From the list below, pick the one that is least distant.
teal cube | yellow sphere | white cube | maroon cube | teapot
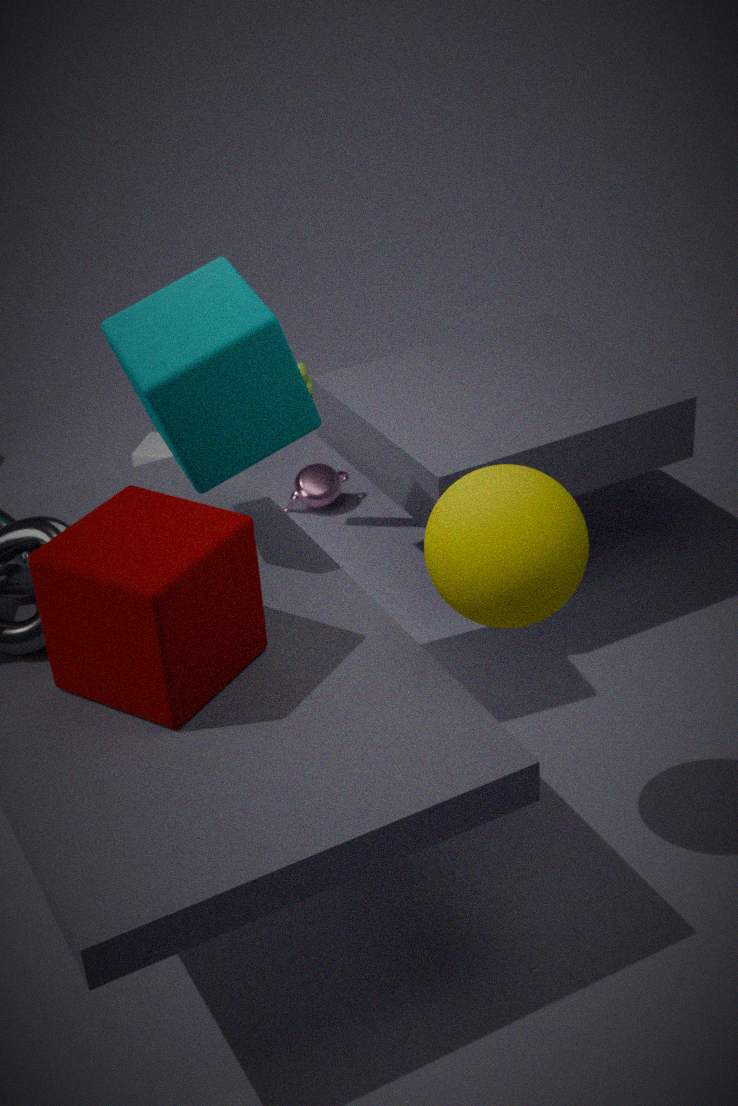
yellow sphere
